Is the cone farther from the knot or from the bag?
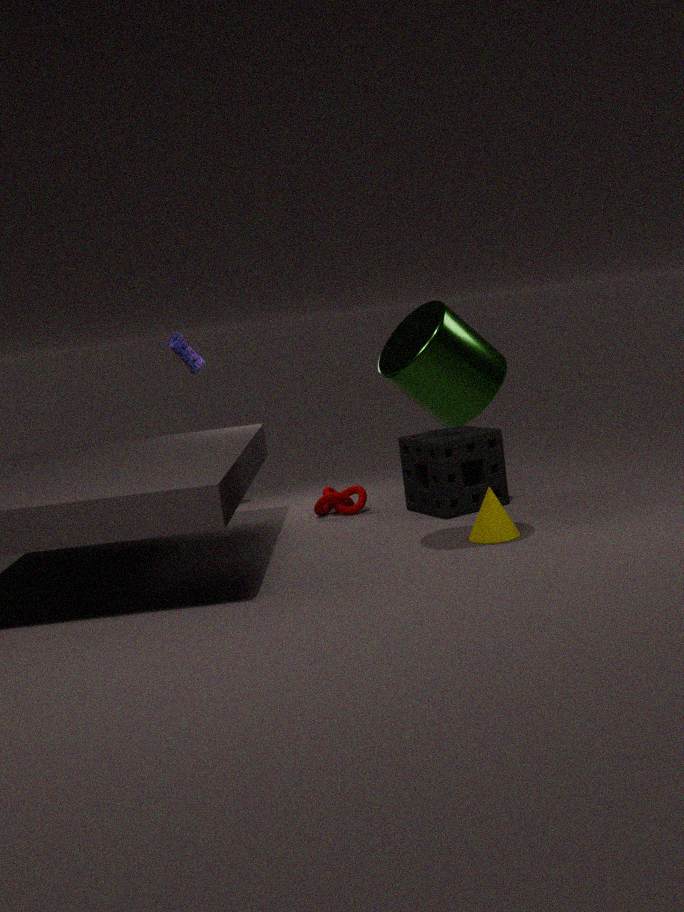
the bag
